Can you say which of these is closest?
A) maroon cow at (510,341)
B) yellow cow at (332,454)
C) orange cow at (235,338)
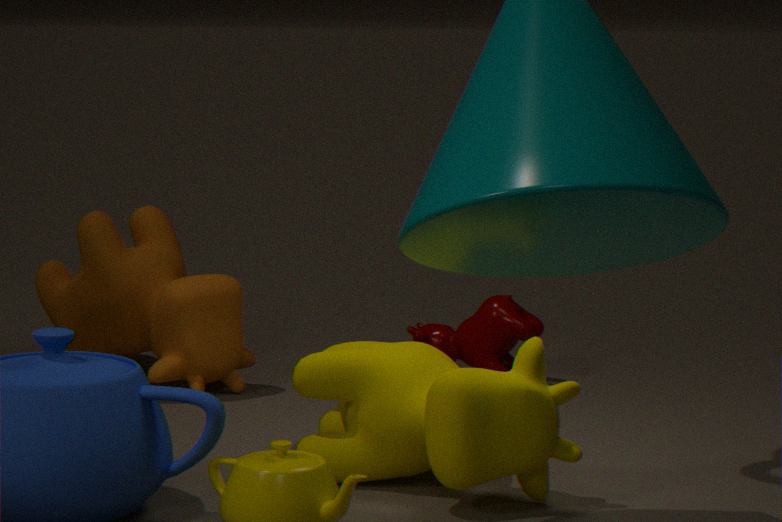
yellow cow at (332,454)
